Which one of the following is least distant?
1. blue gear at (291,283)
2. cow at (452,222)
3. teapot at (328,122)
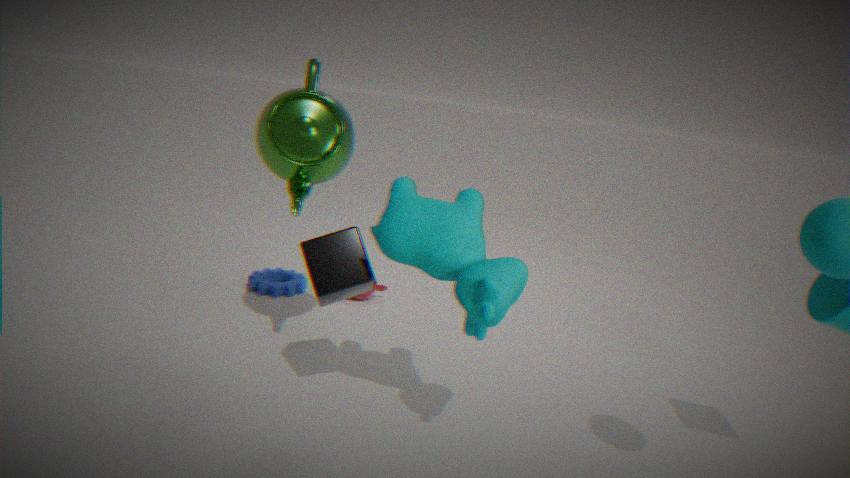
cow at (452,222)
